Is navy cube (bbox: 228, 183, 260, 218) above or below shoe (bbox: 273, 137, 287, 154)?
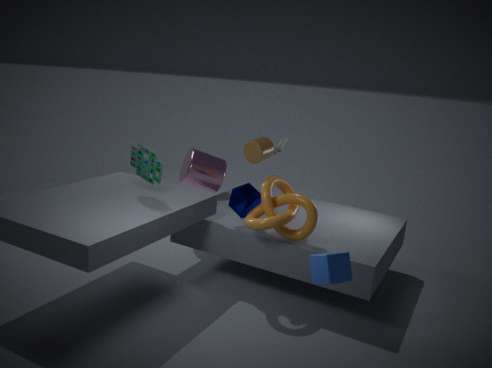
below
